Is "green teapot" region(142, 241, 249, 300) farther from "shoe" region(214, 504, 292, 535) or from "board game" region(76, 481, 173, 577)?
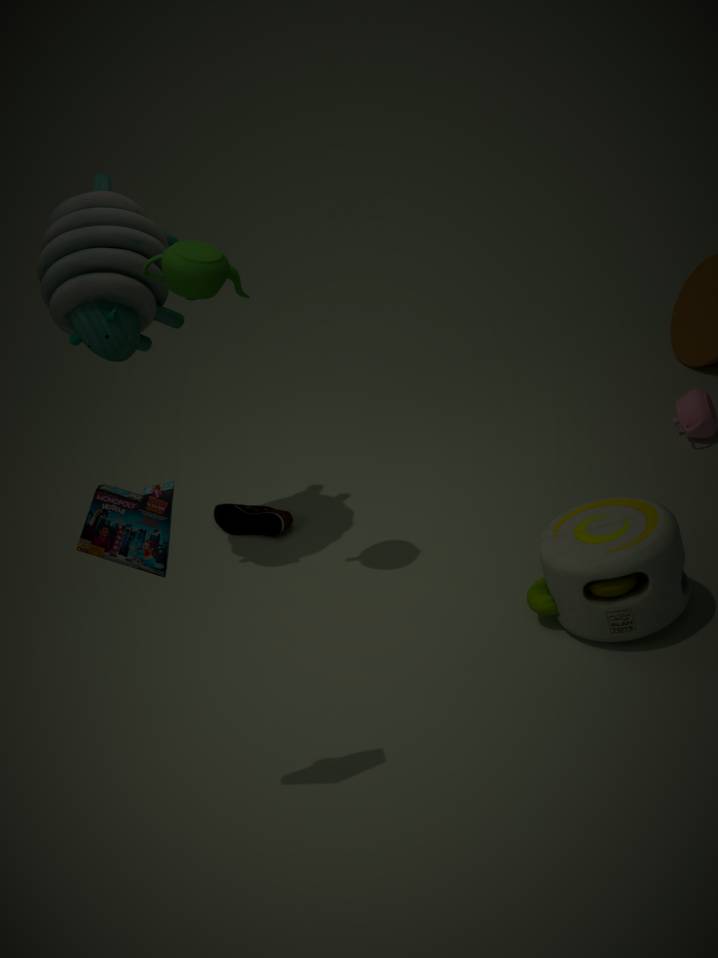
"shoe" region(214, 504, 292, 535)
